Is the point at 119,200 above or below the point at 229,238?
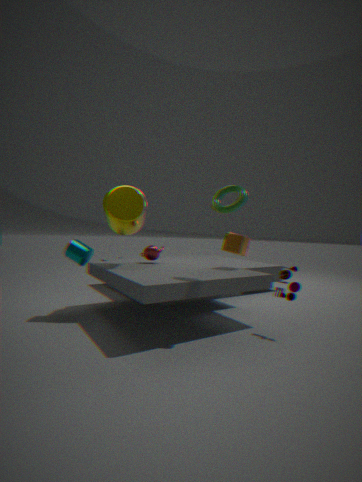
above
